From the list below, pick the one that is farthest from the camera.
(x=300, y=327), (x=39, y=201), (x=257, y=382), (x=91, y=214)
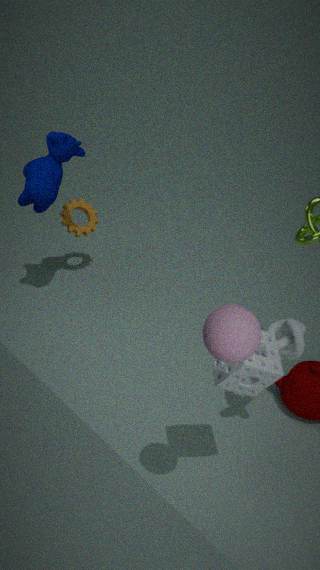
(x=91, y=214)
